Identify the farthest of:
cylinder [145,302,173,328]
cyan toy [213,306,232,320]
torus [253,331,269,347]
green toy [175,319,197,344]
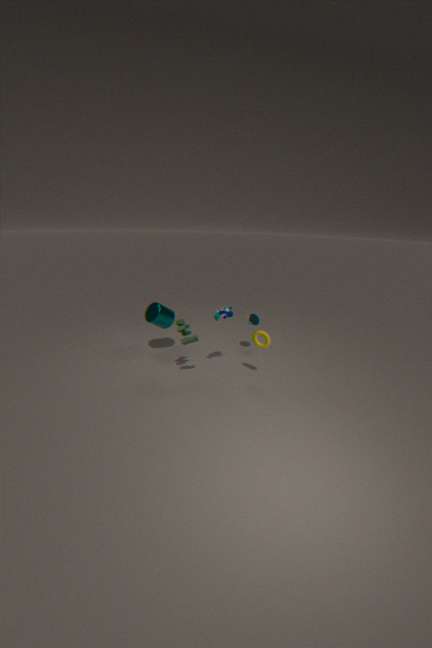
cylinder [145,302,173,328]
